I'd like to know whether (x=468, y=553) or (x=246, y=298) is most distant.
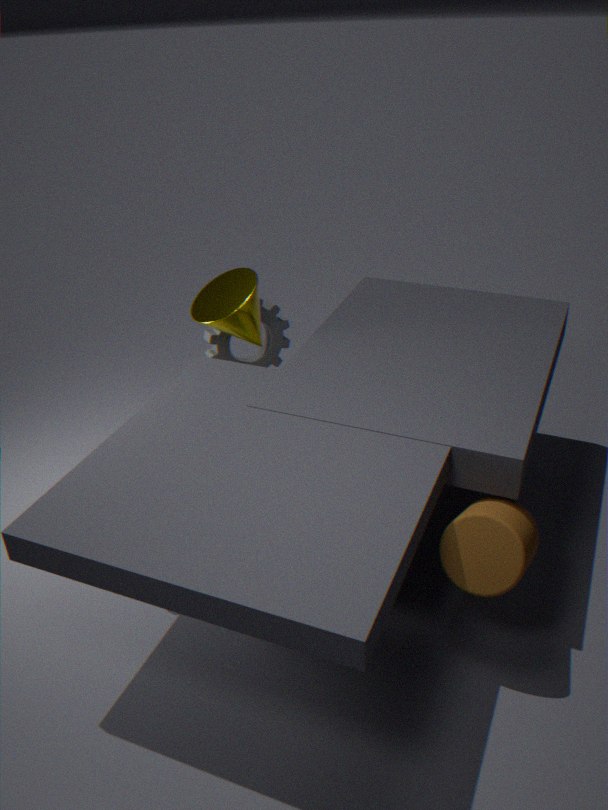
(x=246, y=298)
